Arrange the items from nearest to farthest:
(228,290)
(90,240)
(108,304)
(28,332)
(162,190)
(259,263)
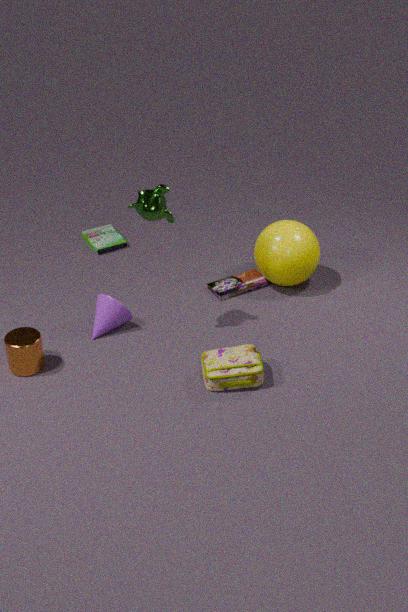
(162,190)
(28,332)
(108,304)
(259,263)
(228,290)
(90,240)
